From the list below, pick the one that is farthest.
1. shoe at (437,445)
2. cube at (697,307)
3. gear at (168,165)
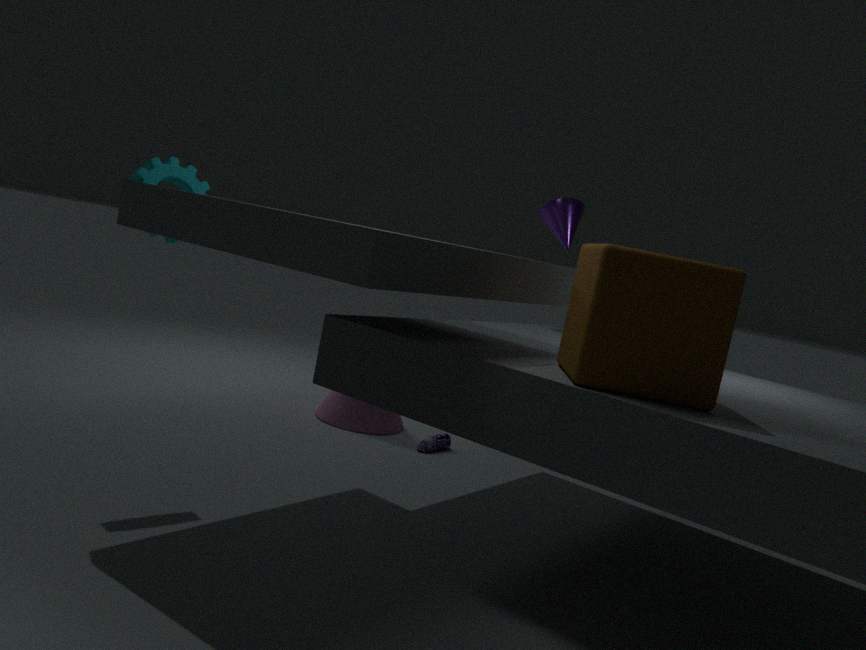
shoe at (437,445)
